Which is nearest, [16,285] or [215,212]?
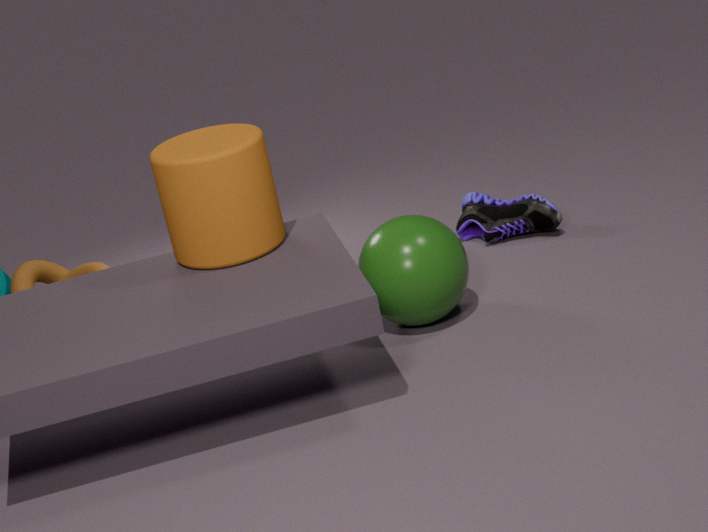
[215,212]
